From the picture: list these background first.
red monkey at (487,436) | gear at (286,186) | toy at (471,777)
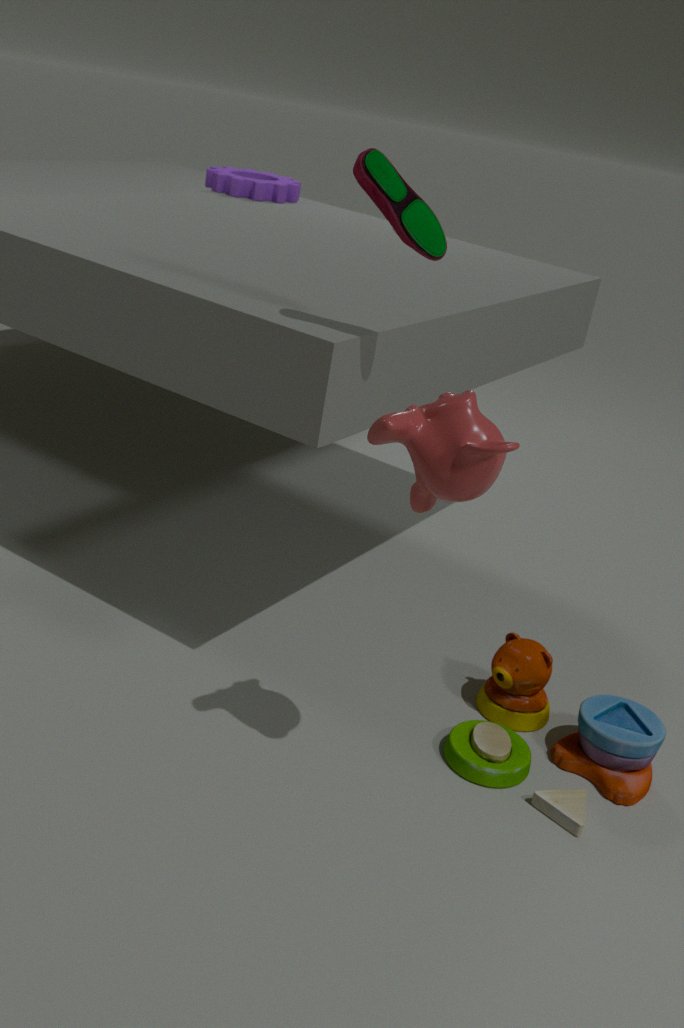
1. gear at (286,186)
2. toy at (471,777)
3. red monkey at (487,436)
